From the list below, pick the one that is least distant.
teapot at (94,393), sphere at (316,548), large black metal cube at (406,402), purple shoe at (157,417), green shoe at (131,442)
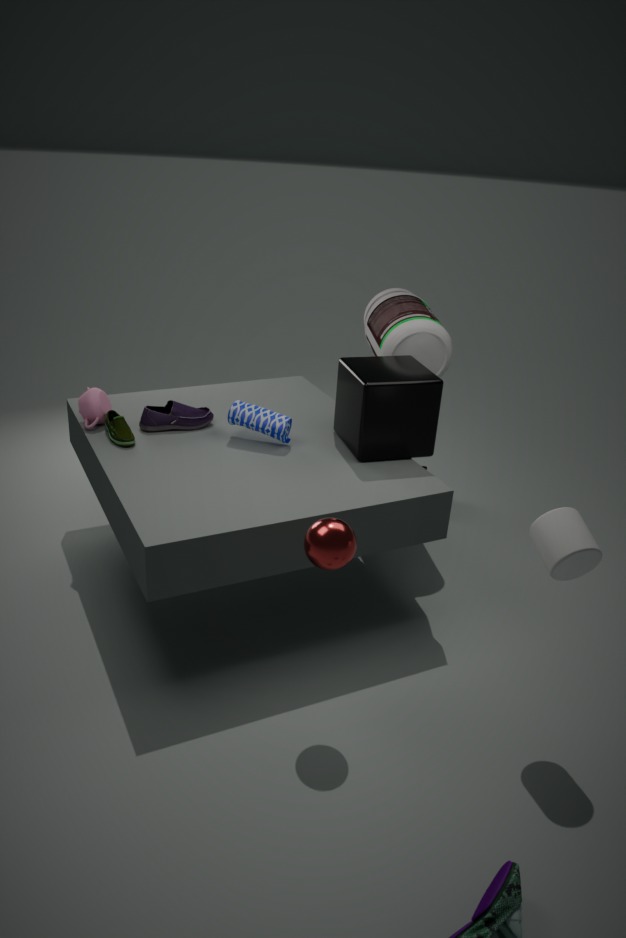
sphere at (316,548)
